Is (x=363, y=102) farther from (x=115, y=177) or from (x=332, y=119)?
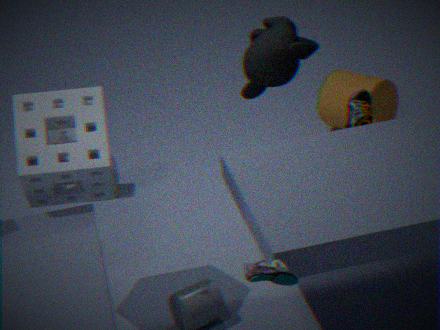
(x=115, y=177)
